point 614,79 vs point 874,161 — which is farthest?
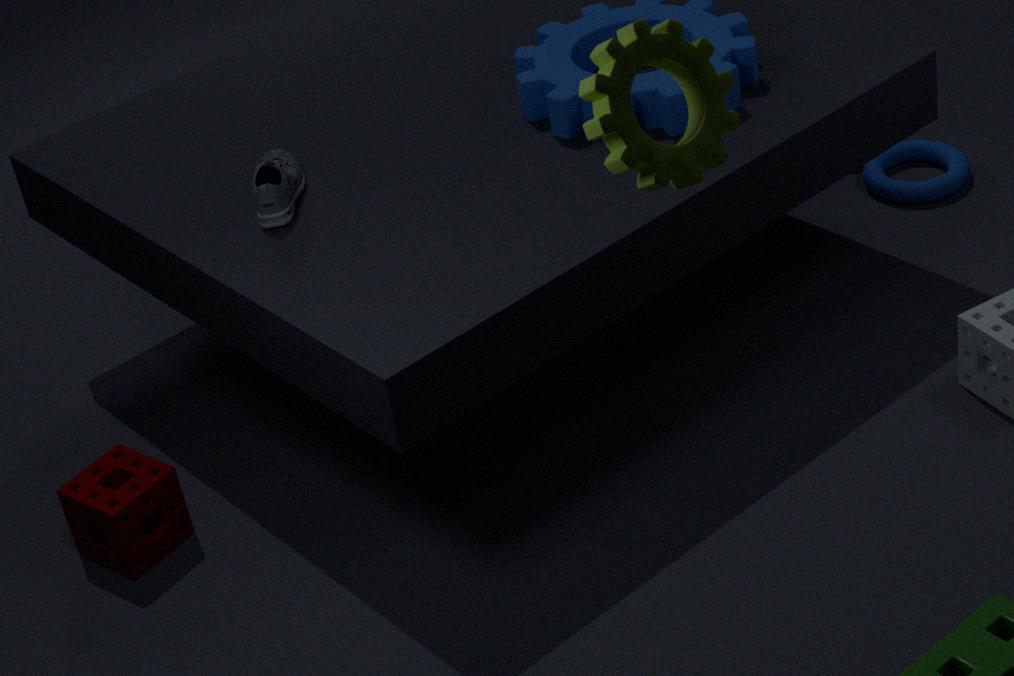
point 874,161
